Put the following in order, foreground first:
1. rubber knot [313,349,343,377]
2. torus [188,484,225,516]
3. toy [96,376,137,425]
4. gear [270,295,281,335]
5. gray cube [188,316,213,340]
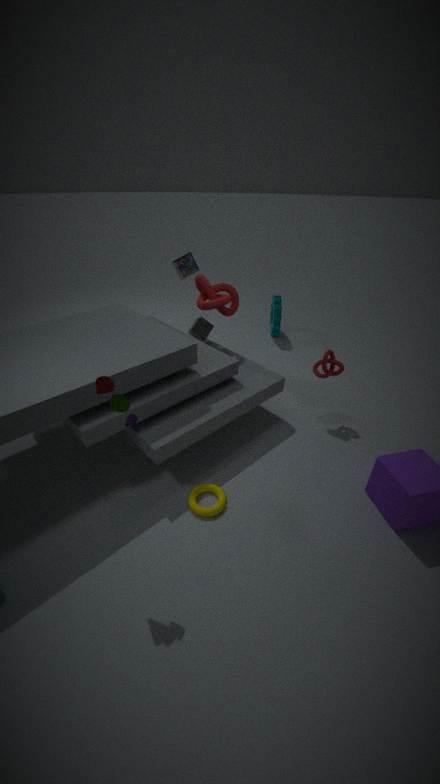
toy [96,376,137,425] < torus [188,484,225,516] < rubber knot [313,349,343,377] < gray cube [188,316,213,340] < gear [270,295,281,335]
